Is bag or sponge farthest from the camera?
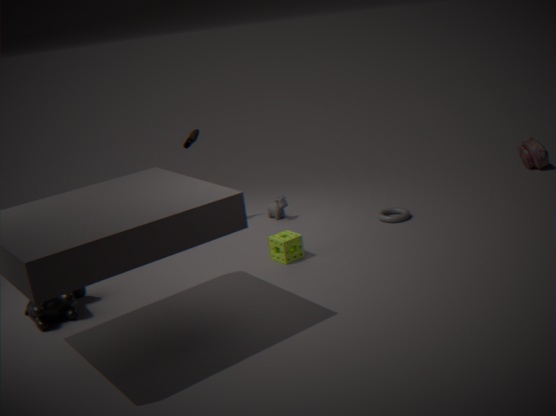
bag
